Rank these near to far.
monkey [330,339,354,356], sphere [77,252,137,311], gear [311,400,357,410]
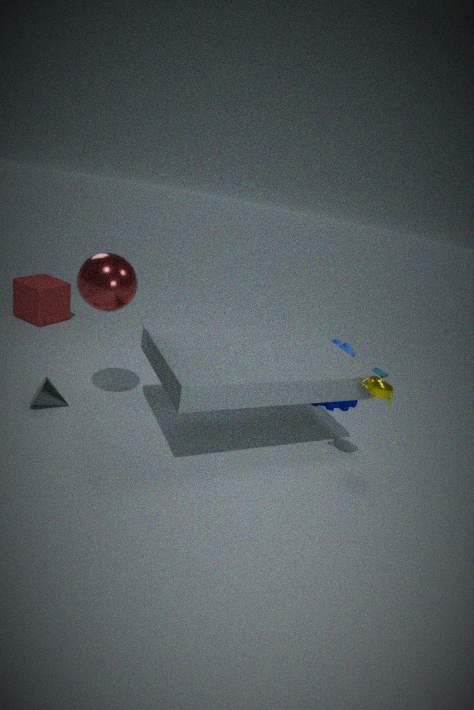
sphere [77,252,137,311] < gear [311,400,357,410] < monkey [330,339,354,356]
